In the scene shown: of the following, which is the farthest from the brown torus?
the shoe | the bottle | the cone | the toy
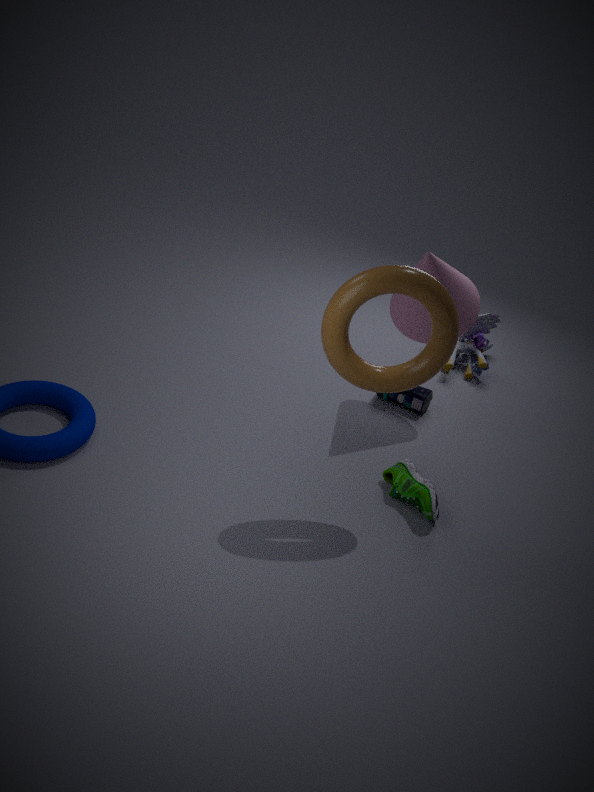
the toy
